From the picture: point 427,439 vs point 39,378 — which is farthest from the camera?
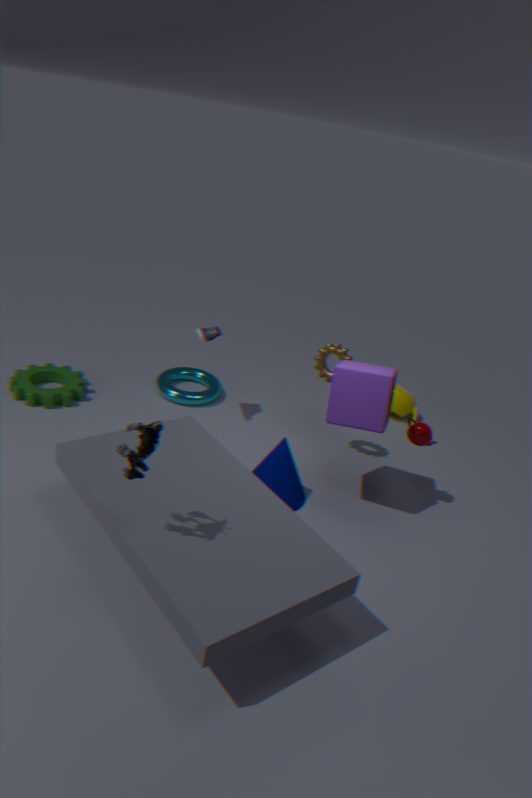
point 39,378
